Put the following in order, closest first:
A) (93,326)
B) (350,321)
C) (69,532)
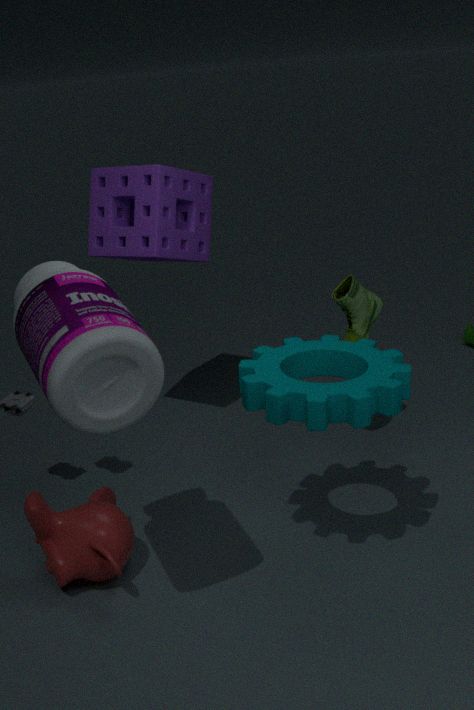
(93,326) → (69,532) → (350,321)
